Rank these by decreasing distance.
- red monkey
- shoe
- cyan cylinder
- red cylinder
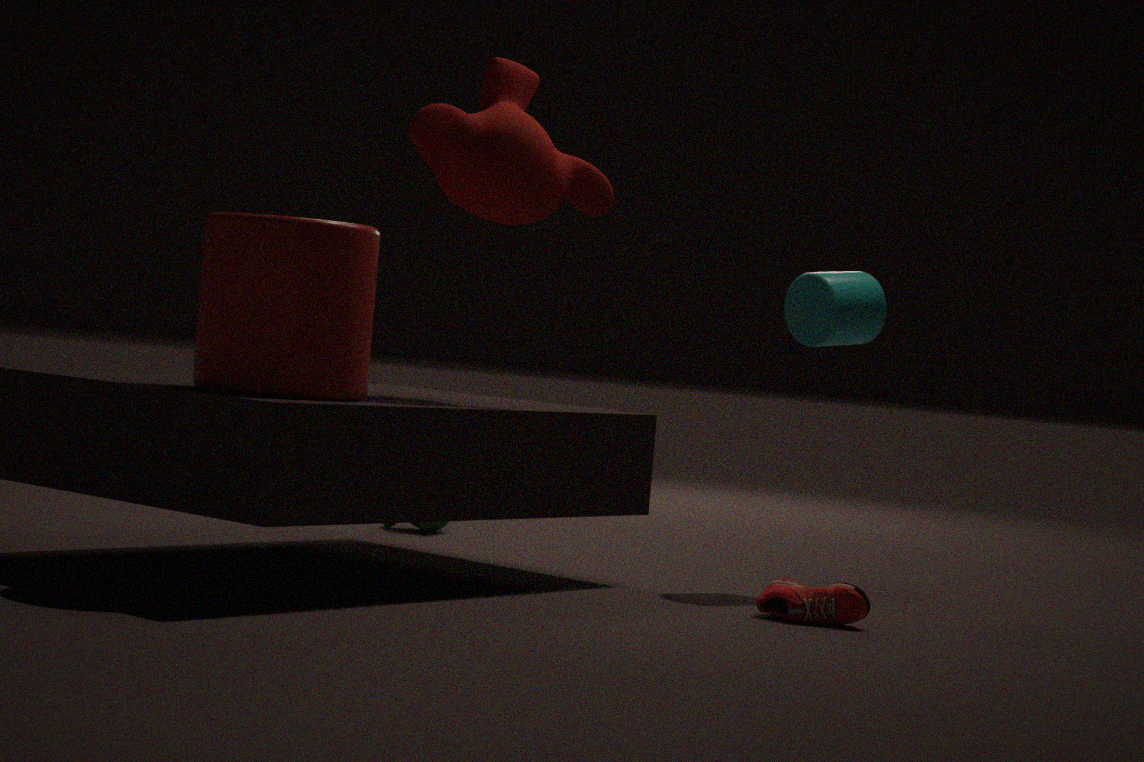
cyan cylinder, red monkey, shoe, red cylinder
